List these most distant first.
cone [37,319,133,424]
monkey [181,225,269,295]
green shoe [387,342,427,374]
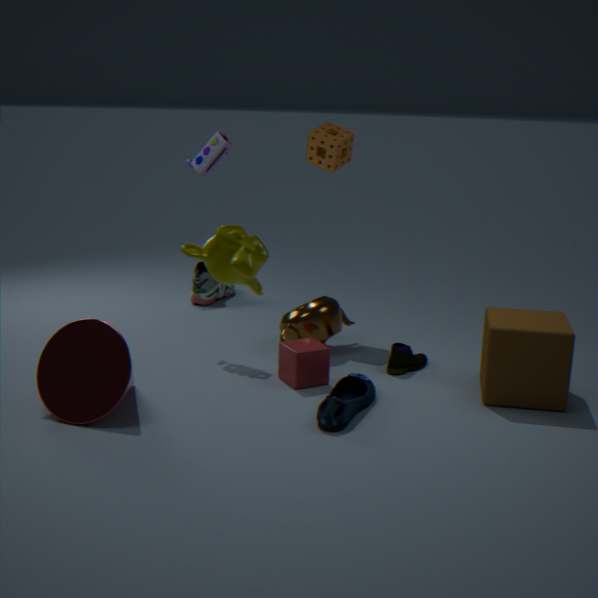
green shoe [387,342,427,374]
cone [37,319,133,424]
monkey [181,225,269,295]
